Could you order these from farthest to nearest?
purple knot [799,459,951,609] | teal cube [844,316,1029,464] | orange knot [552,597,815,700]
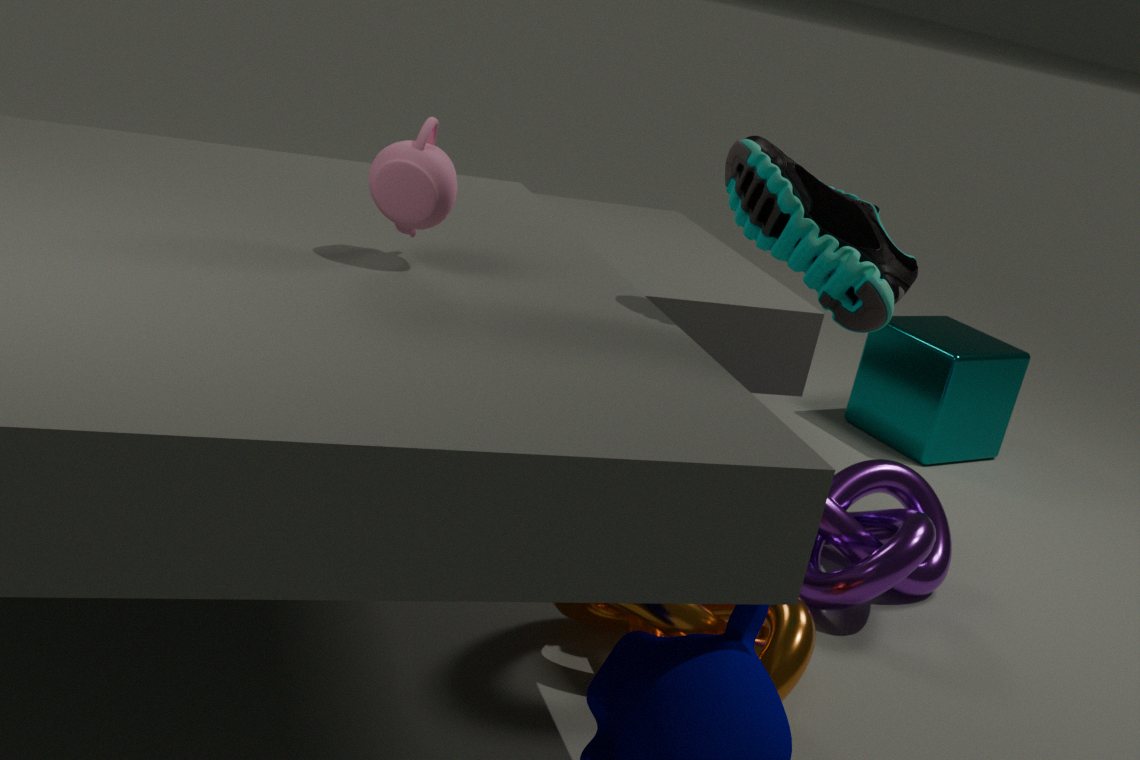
teal cube [844,316,1029,464], purple knot [799,459,951,609], orange knot [552,597,815,700]
